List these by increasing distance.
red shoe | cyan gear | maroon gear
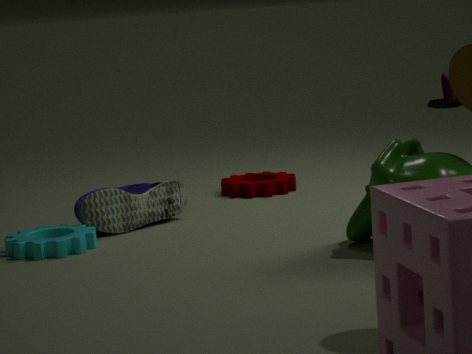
cyan gear, maroon gear, red shoe
